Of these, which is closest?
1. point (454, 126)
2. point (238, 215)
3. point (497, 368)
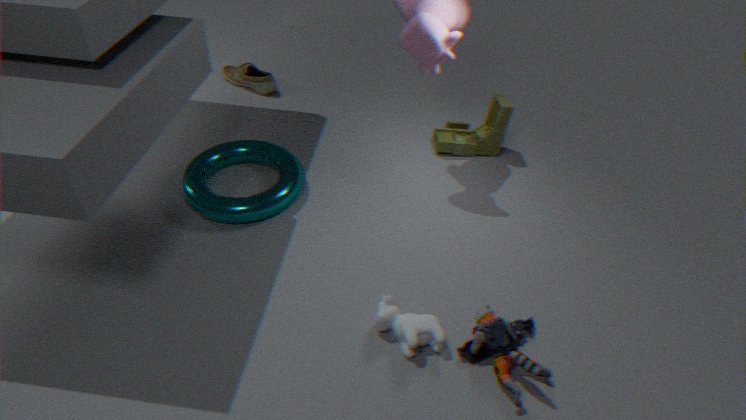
point (497, 368)
